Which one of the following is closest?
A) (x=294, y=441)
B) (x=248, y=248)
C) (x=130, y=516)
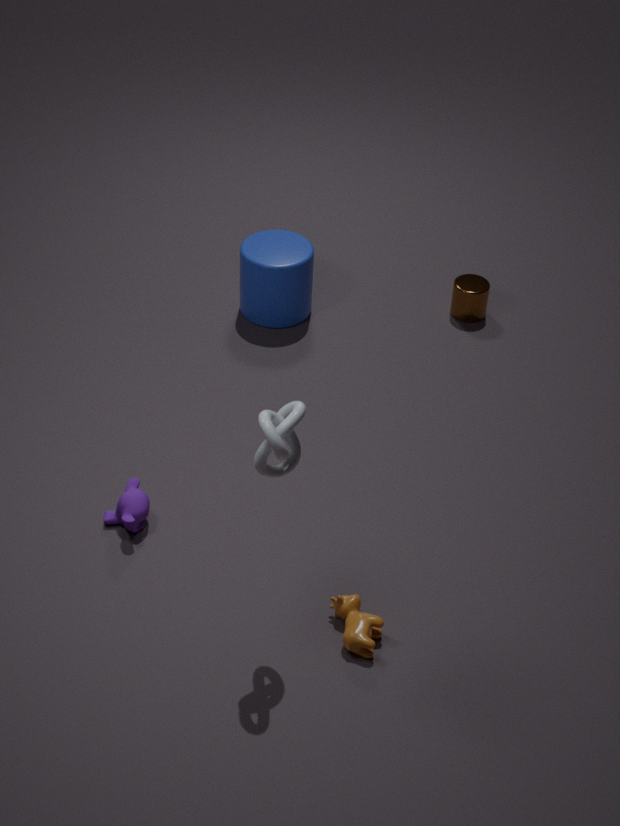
(x=294, y=441)
